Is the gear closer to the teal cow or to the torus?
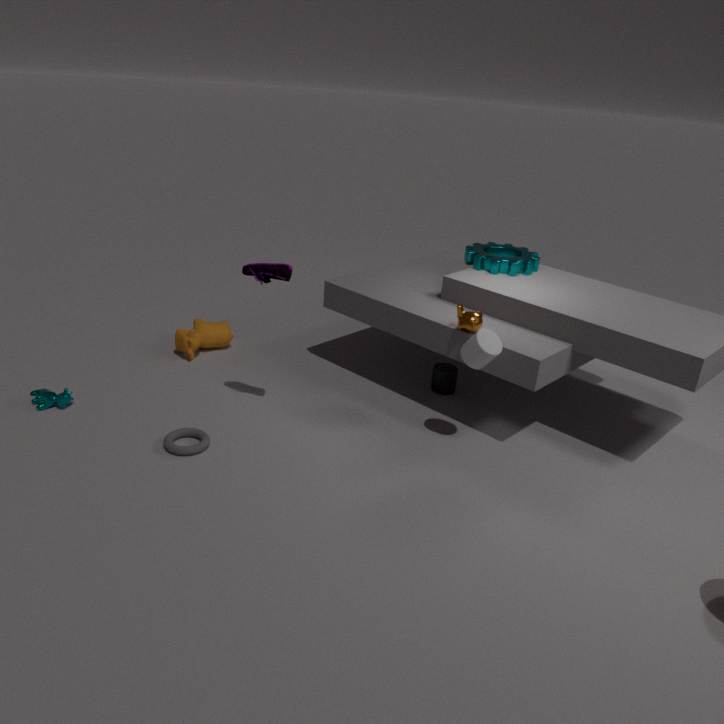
the torus
